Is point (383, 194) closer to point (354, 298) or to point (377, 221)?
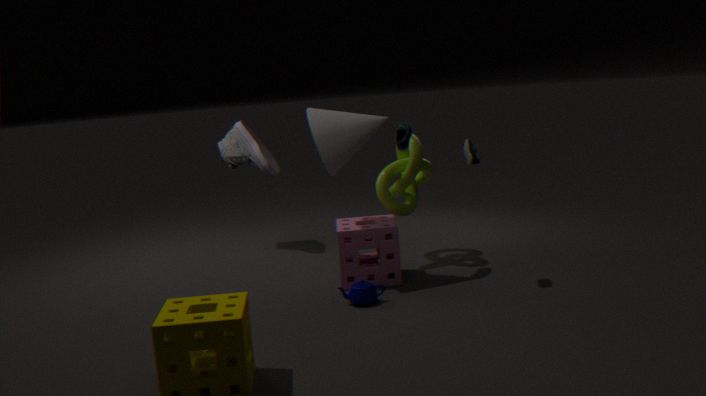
point (377, 221)
